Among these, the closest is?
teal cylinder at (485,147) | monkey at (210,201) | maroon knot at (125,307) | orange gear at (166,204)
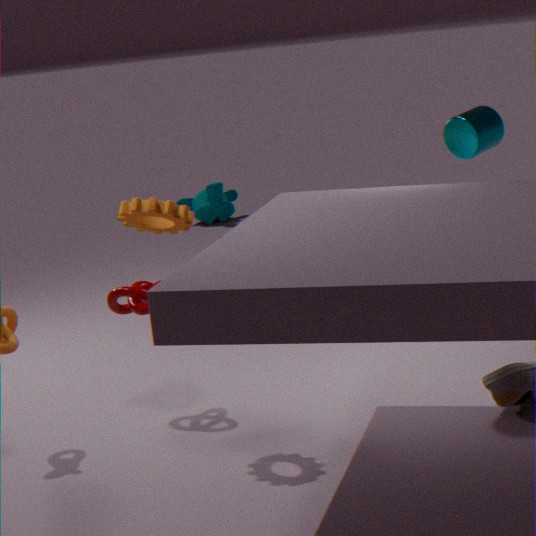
orange gear at (166,204)
